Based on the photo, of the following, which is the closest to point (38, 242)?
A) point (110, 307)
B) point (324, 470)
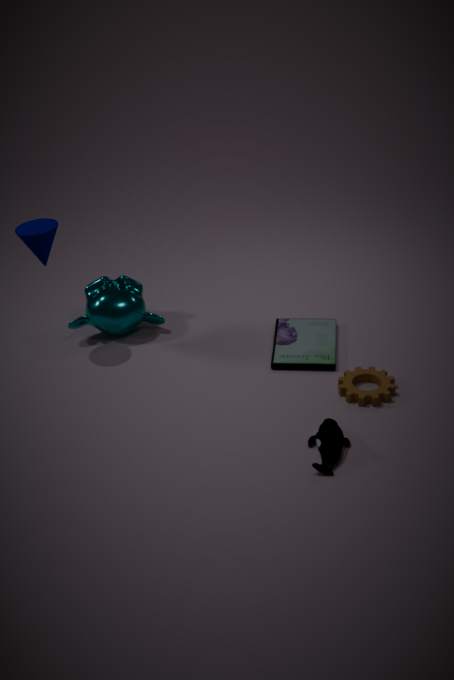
point (110, 307)
